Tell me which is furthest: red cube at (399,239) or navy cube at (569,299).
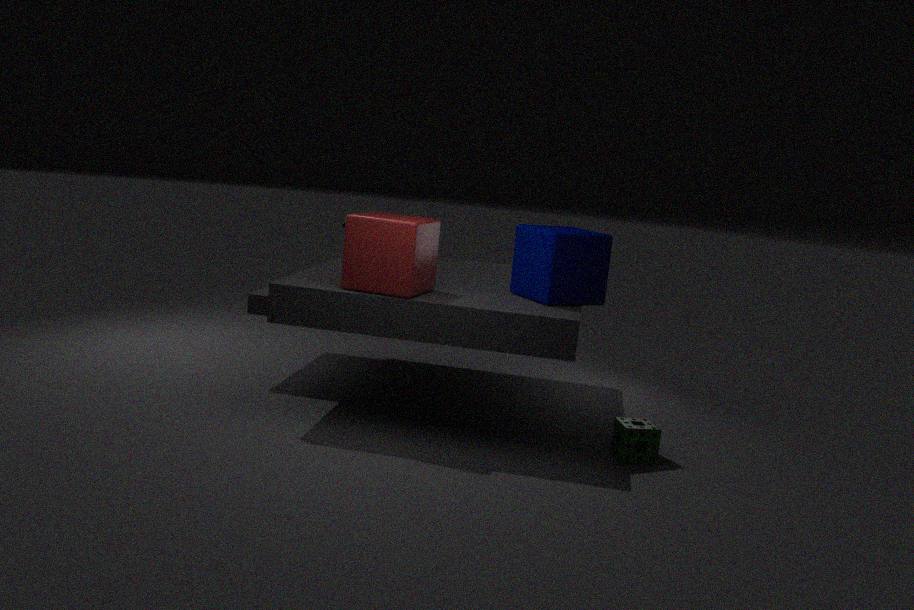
navy cube at (569,299)
